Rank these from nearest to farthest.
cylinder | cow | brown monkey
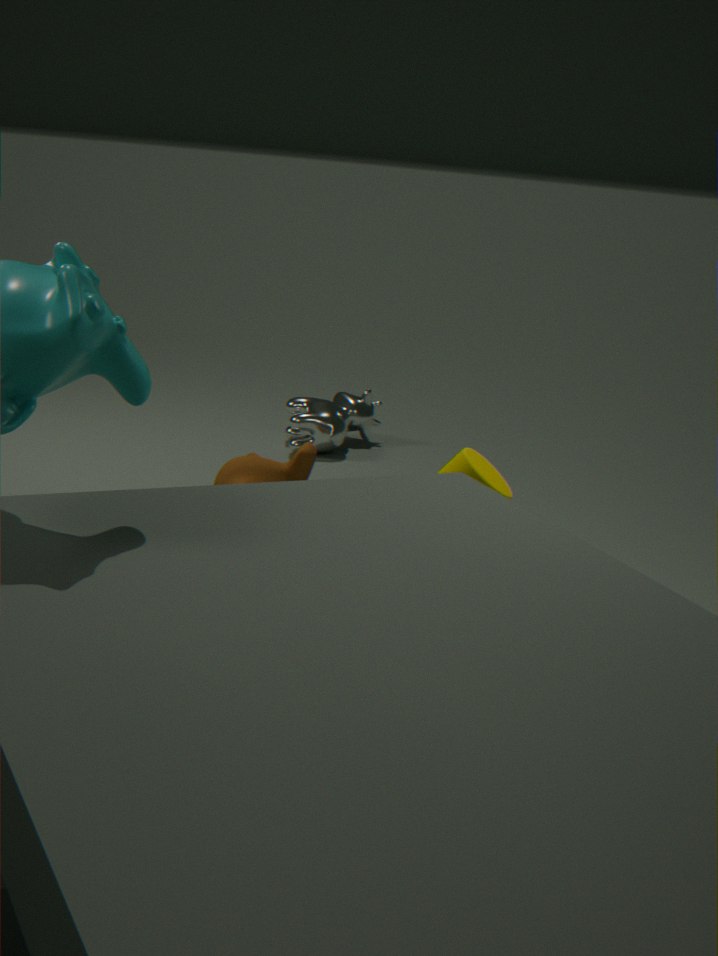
cylinder
brown monkey
cow
